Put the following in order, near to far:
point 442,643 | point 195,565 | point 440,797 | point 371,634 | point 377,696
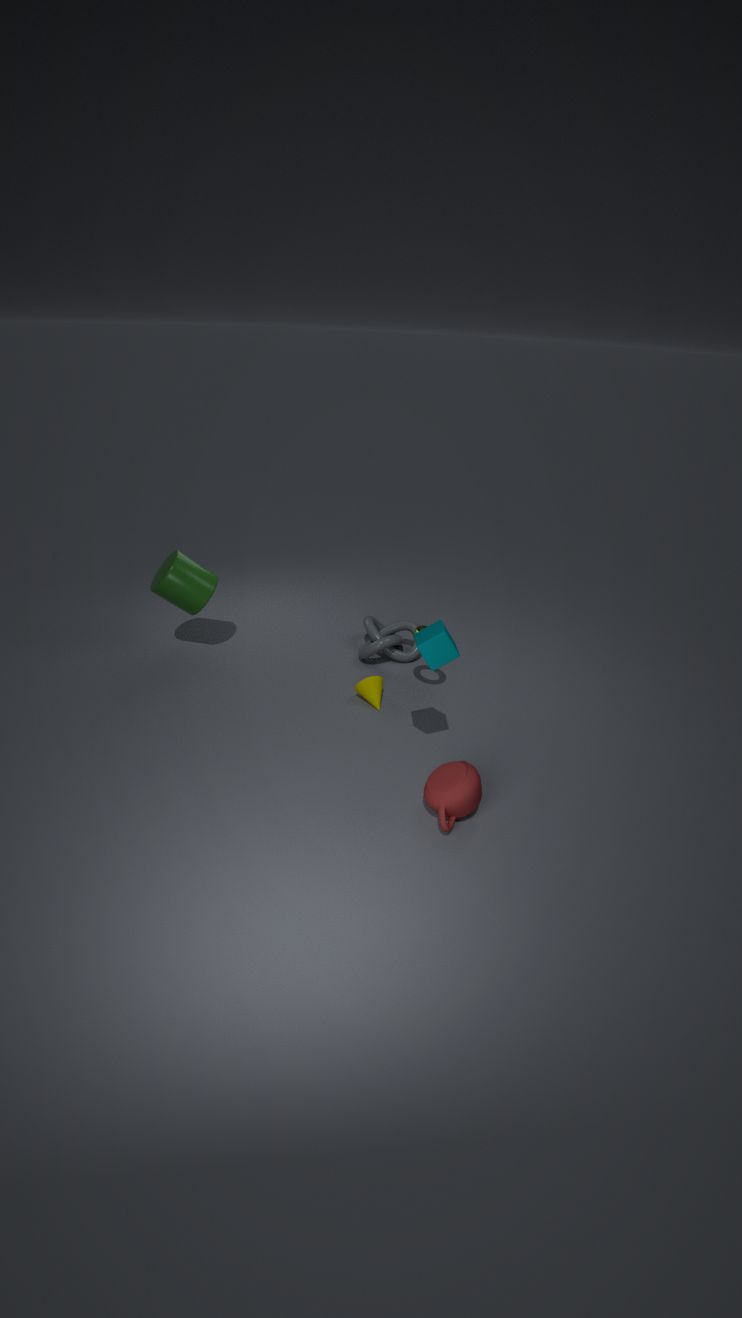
point 440,797 < point 442,643 < point 377,696 < point 195,565 < point 371,634
